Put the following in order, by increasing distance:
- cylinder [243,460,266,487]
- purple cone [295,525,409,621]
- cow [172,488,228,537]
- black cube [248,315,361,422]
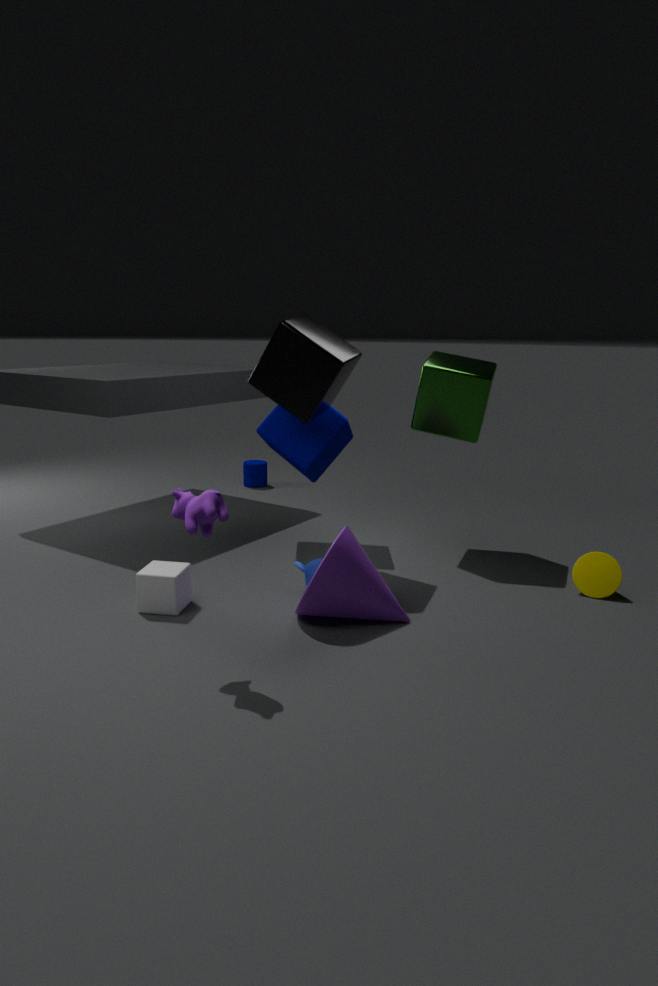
1. cow [172,488,228,537]
2. purple cone [295,525,409,621]
3. black cube [248,315,361,422]
4. cylinder [243,460,266,487]
